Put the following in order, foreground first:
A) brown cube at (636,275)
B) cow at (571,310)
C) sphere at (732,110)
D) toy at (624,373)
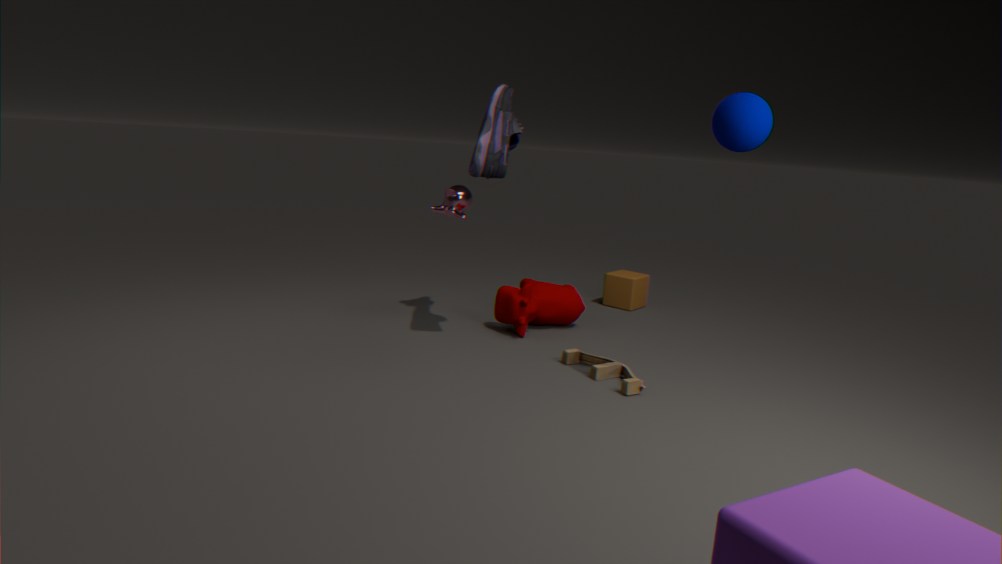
sphere at (732,110)
toy at (624,373)
cow at (571,310)
brown cube at (636,275)
